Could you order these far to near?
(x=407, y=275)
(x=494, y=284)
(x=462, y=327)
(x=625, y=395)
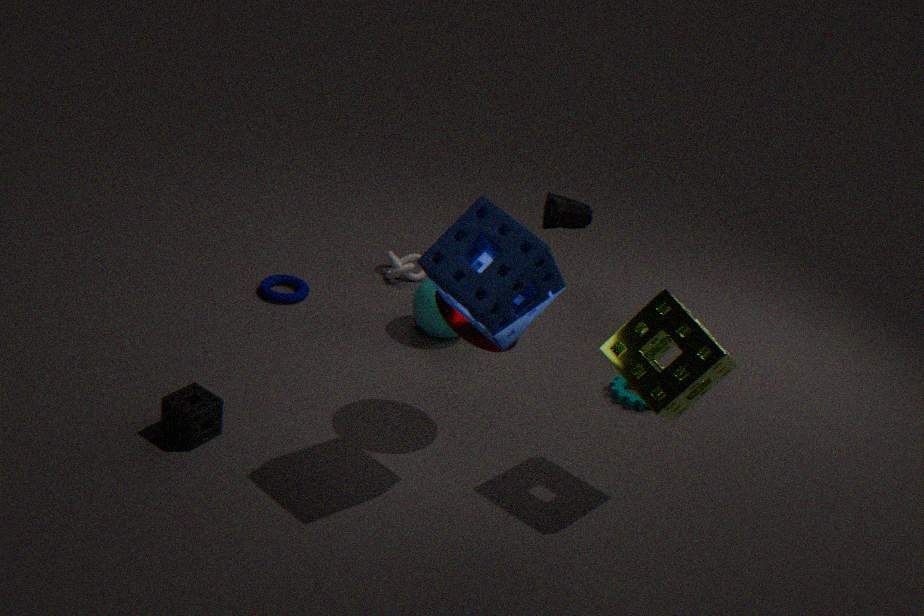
(x=407, y=275) → (x=625, y=395) → (x=462, y=327) → (x=494, y=284)
